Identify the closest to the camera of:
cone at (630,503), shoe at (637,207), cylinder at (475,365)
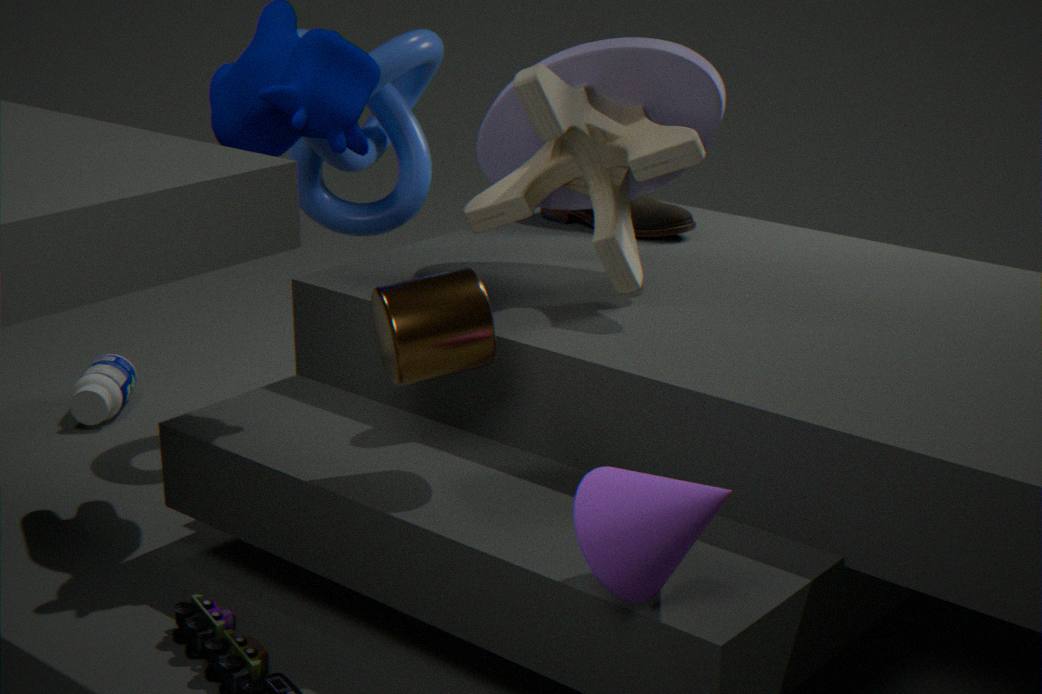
cone at (630,503)
